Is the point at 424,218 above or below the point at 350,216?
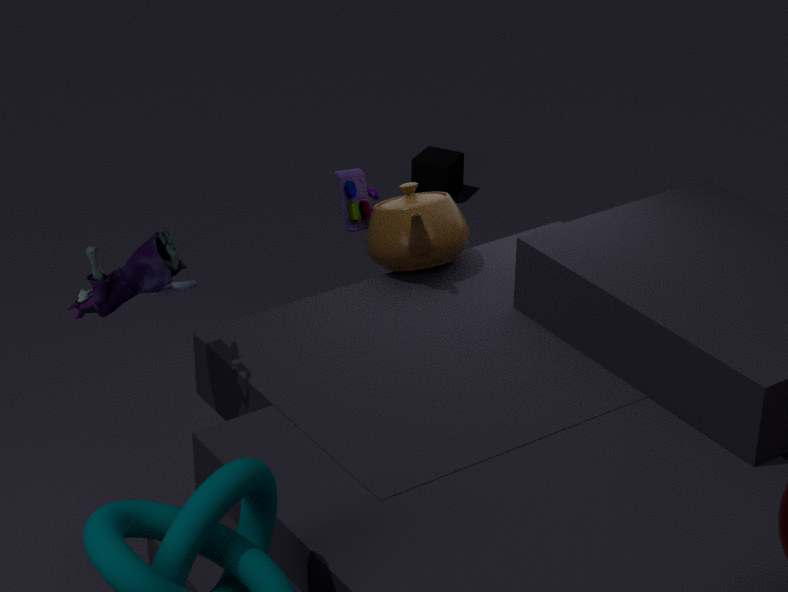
below
